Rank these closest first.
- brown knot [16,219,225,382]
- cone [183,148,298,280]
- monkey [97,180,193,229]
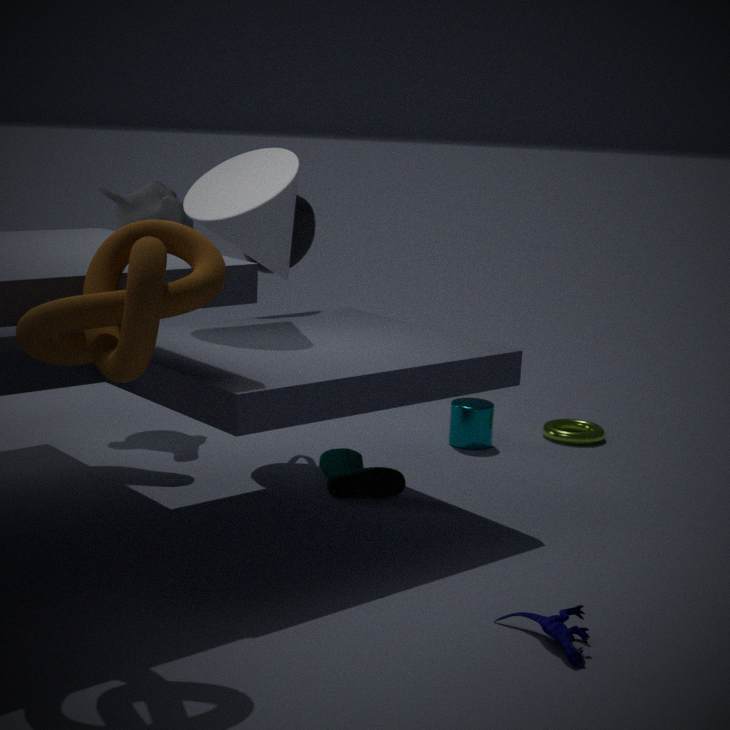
brown knot [16,219,225,382] → cone [183,148,298,280] → monkey [97,180,193,229]
